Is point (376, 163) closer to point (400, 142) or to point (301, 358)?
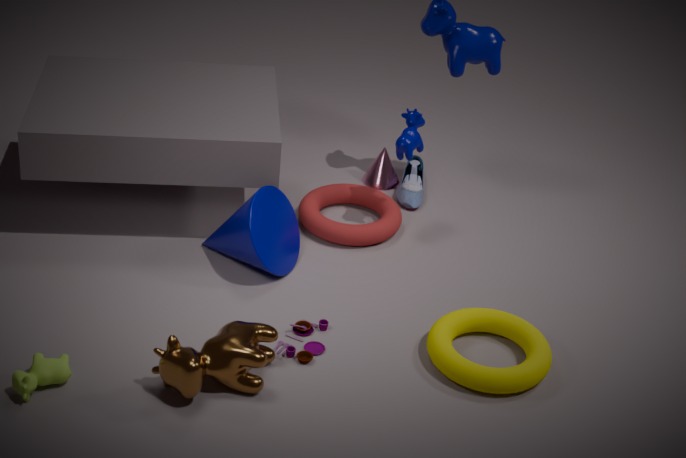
point (400, 142)
